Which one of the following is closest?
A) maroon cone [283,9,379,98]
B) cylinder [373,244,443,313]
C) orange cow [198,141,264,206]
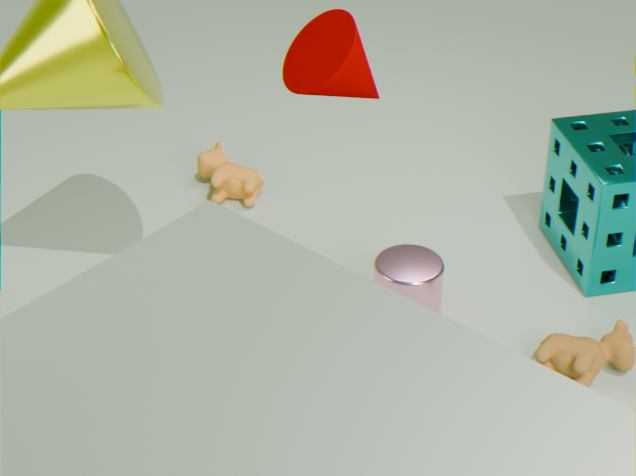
maroon cone [283,9,379,98]
